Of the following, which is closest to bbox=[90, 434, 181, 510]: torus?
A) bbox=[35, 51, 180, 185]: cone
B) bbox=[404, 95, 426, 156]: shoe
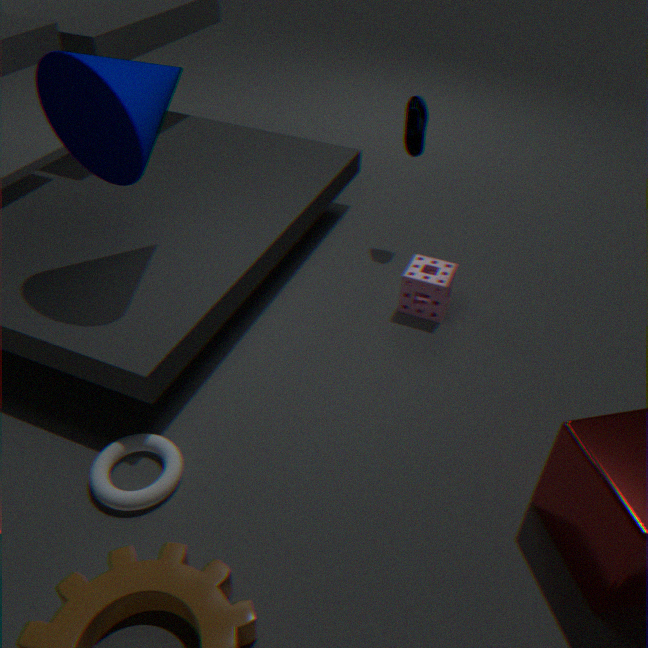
bbox=[35, 51, 180, 185]: cone
